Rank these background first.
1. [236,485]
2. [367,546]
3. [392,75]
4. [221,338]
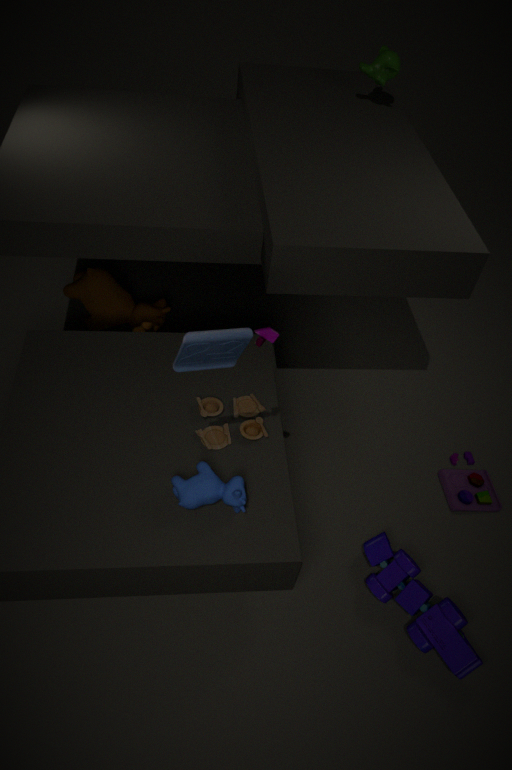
[392,75], [367,546], [236,485], [221,338]
